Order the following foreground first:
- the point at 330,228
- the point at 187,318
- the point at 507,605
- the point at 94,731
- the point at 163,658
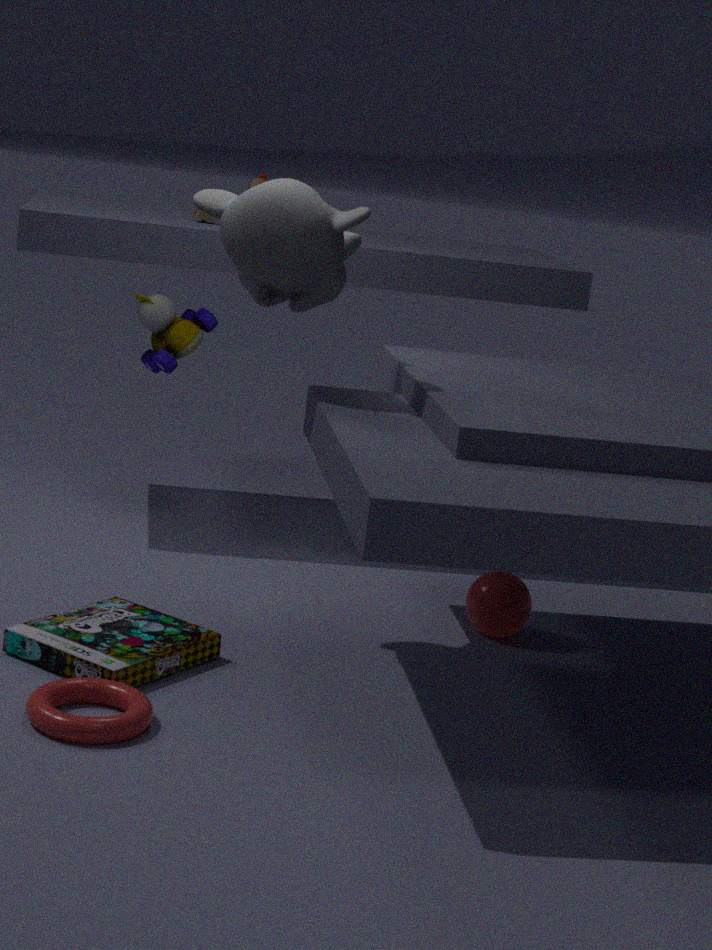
the point at 94,731, the point at 163,658, the point at 330,228, the point at 507,605, the point at 187,318
